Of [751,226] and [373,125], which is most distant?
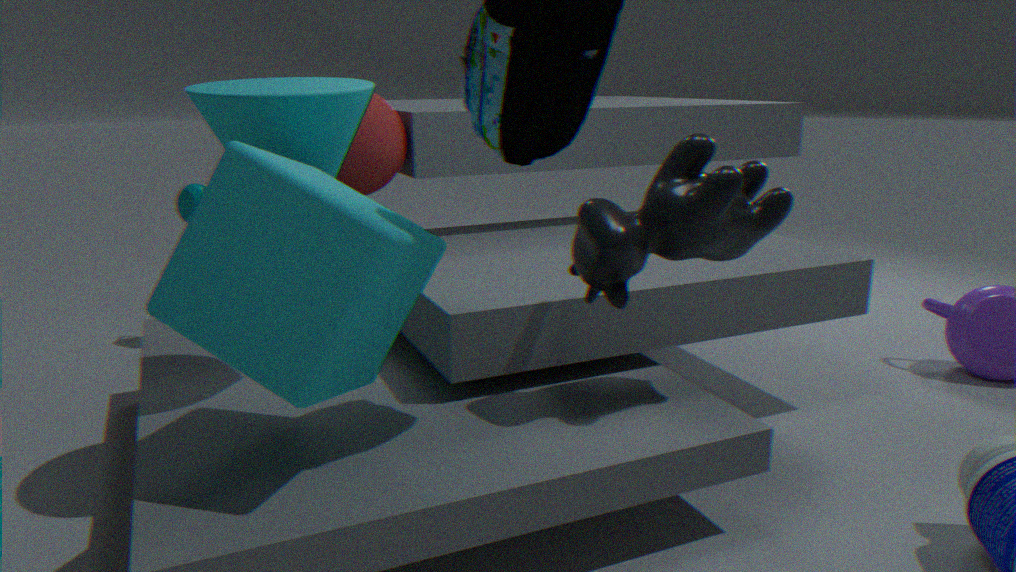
[373,125]
